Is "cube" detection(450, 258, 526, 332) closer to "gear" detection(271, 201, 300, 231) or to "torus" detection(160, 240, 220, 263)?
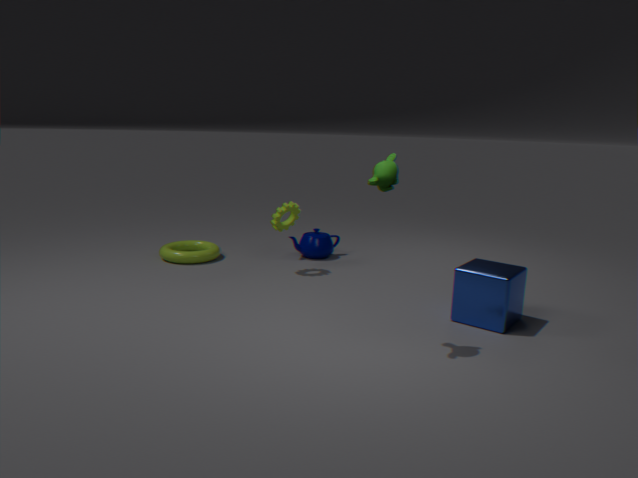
"gear" detection(271, 201, 300, 231)
